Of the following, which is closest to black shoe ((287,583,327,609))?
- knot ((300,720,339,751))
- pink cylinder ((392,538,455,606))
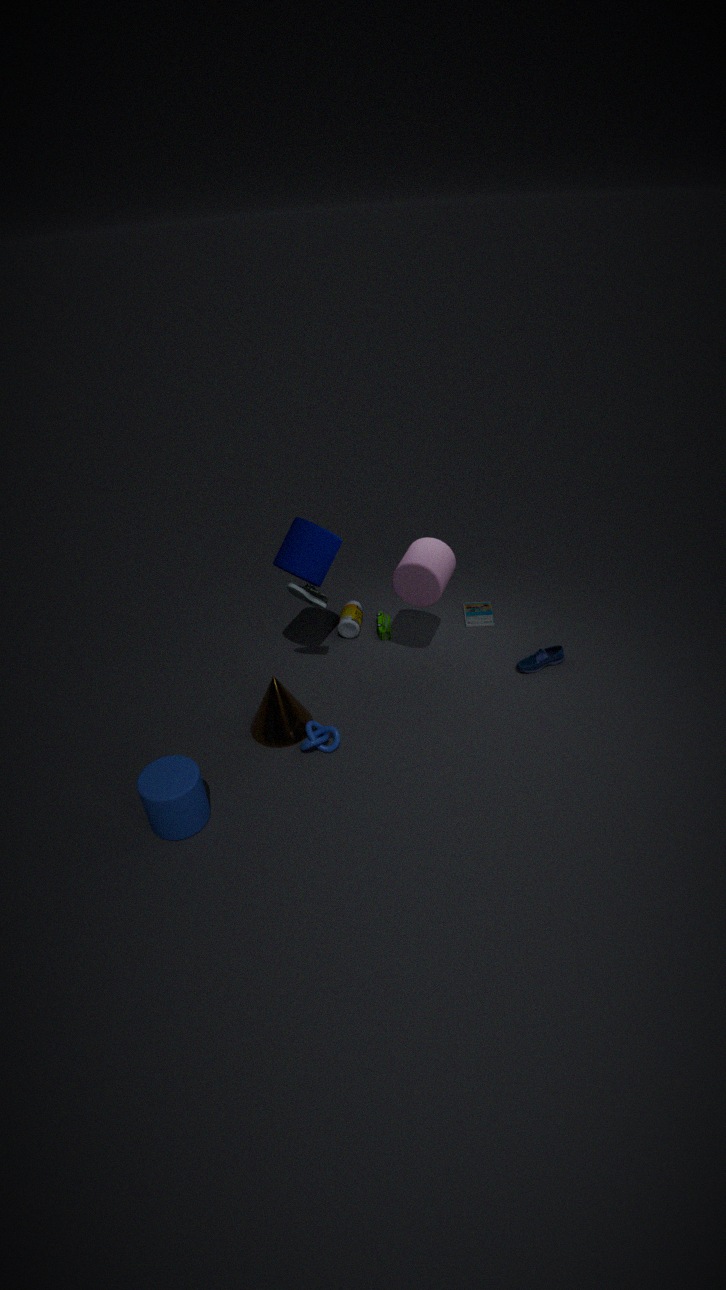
pink cylinder ((392,538,455,606))
